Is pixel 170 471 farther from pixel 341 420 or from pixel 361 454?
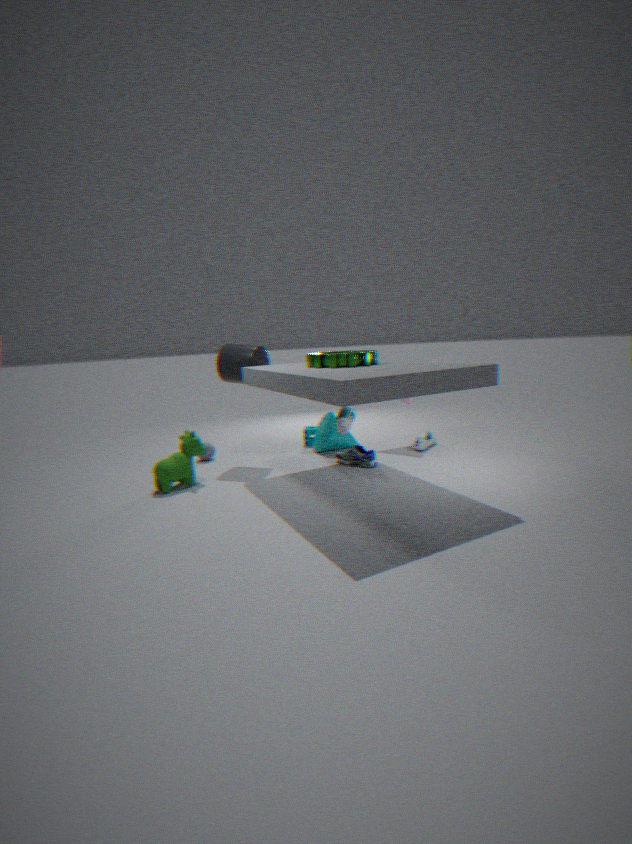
pixel 361 454
